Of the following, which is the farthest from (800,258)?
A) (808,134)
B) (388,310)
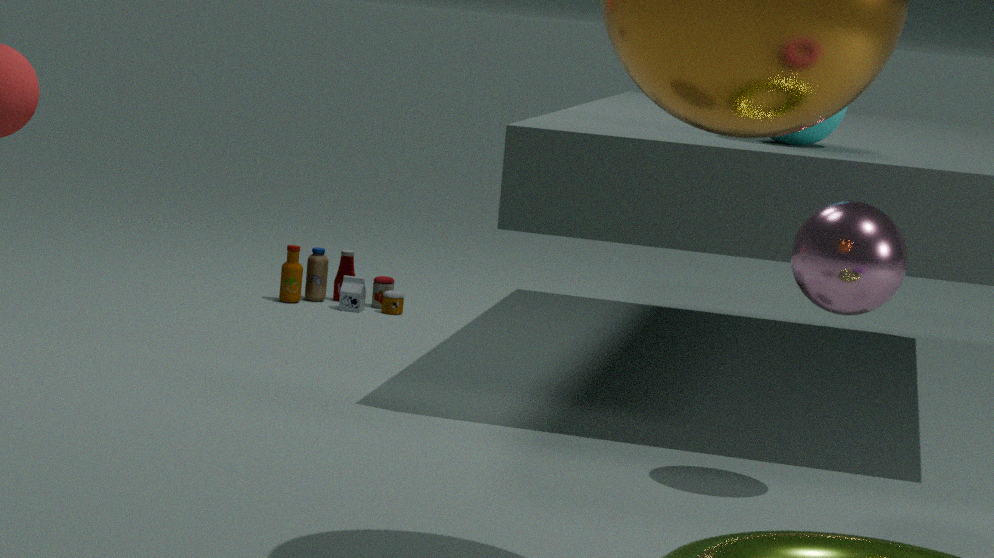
(388,310)
